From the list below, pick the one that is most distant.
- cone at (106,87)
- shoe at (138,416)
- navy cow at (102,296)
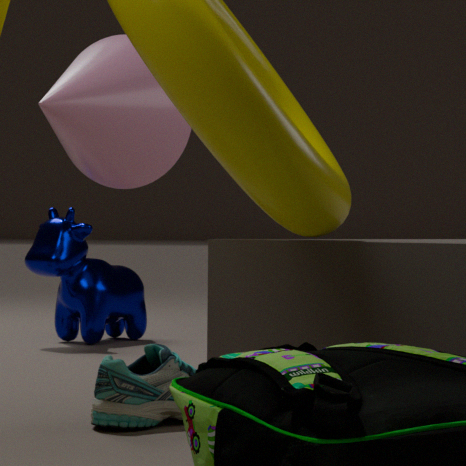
navy cow at (102,296)
